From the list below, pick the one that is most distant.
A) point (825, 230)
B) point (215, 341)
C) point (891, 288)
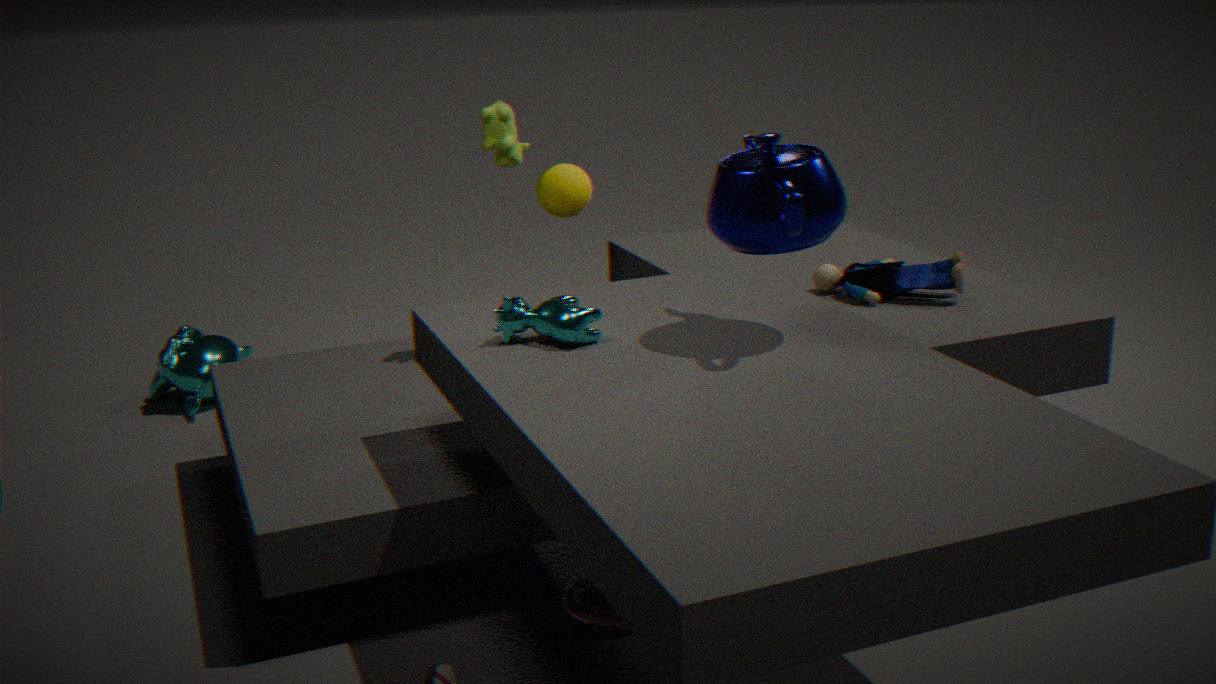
point (215, 341)
